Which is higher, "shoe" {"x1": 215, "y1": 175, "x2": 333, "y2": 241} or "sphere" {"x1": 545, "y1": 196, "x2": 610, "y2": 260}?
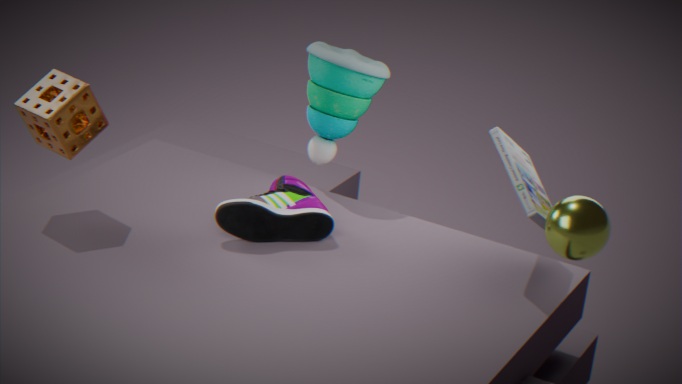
"sphere" {"x1": 545, "y1": 196, "x2": 610, "y2": 260}
